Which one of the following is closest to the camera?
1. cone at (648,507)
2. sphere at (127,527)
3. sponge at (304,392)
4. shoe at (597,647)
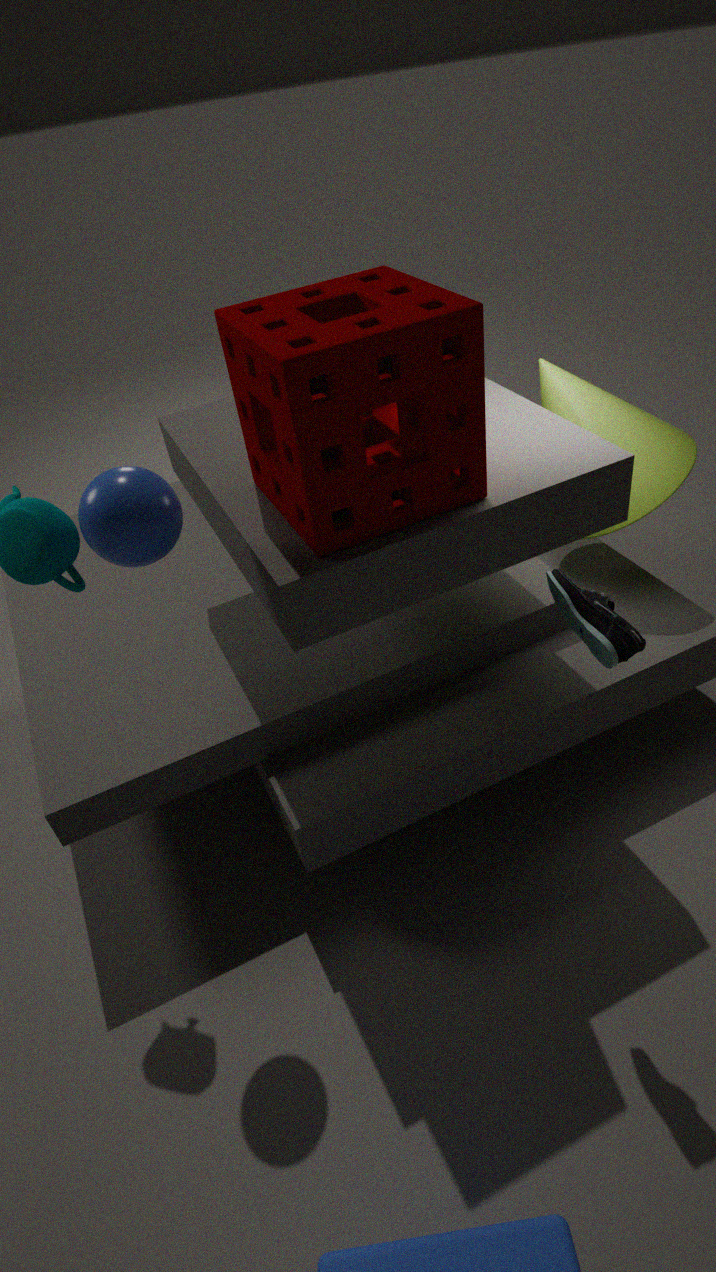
sponge at (304,392)
